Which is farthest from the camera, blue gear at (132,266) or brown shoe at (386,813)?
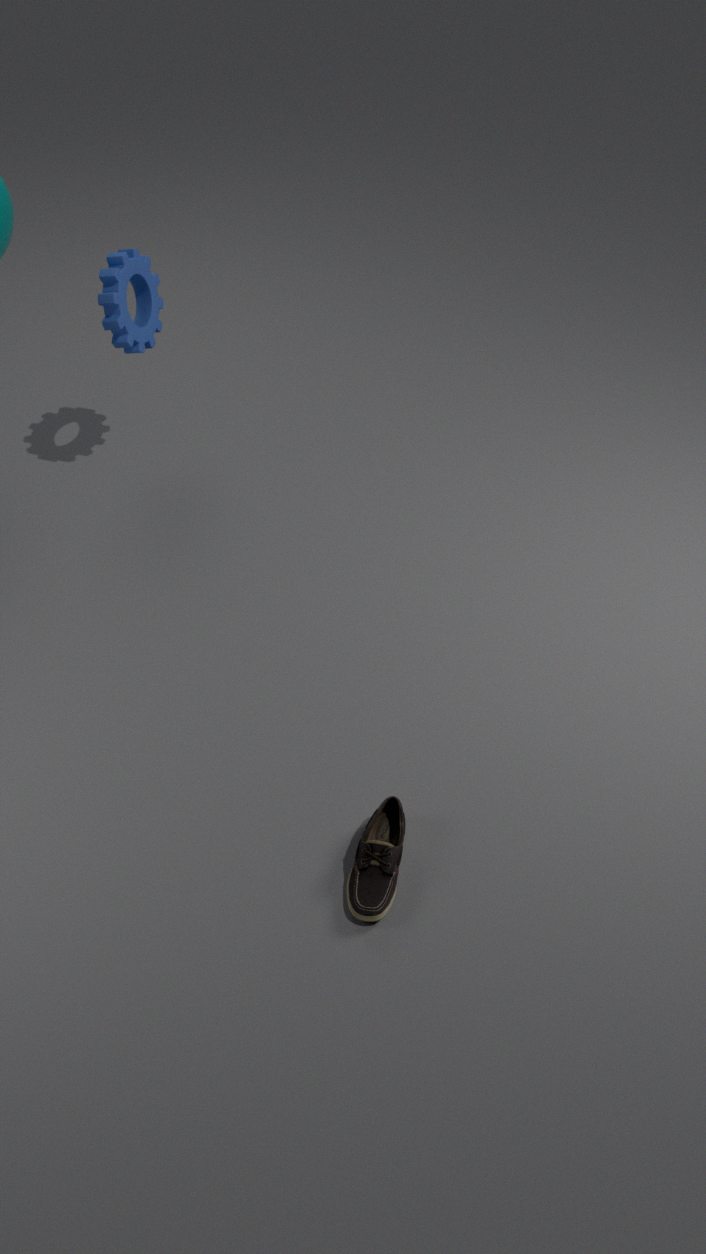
blue gear at (132,266)
